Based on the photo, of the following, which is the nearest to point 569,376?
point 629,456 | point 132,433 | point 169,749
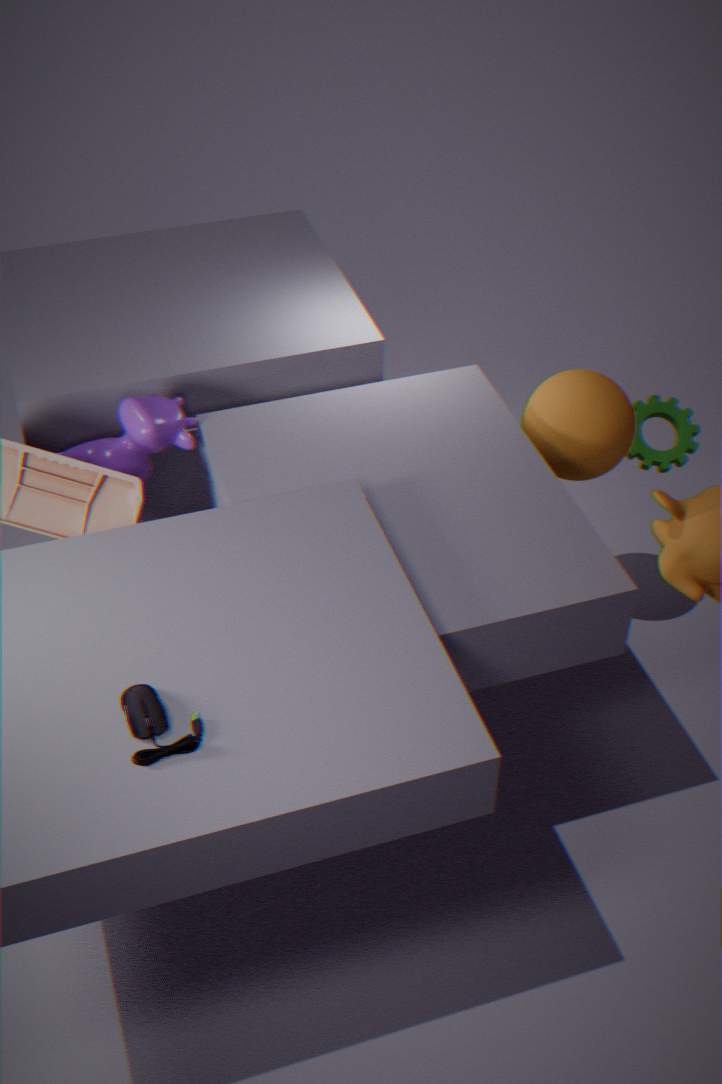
point 629,456
